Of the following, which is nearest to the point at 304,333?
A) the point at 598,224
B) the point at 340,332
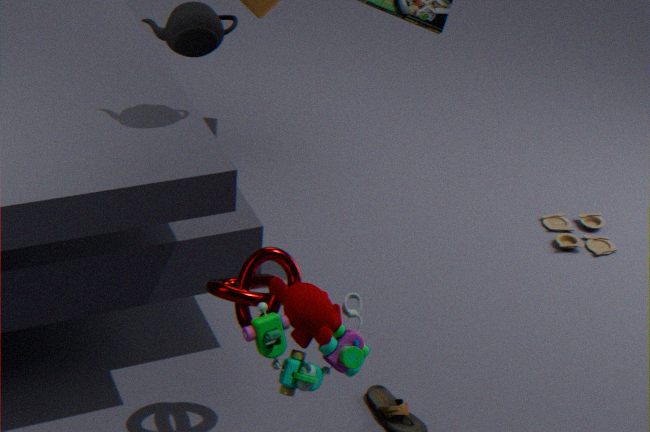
the point at 340,332
